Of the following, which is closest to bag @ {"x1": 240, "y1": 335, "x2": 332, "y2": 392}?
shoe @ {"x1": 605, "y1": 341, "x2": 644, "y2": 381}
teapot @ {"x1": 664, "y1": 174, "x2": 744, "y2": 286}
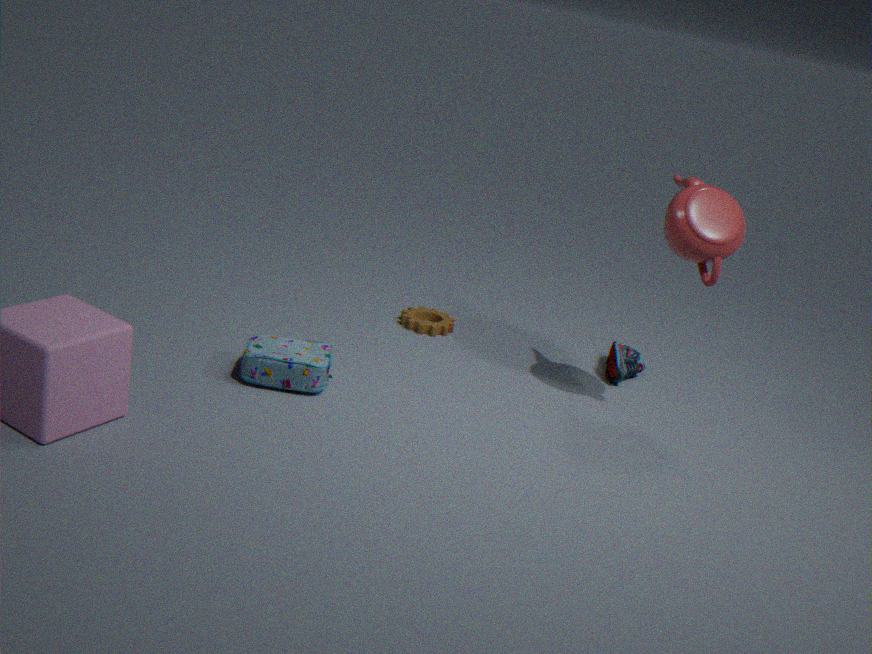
shoe @ {"x1": 605, "y1": 341, "x2": 644, "y2": 381}
